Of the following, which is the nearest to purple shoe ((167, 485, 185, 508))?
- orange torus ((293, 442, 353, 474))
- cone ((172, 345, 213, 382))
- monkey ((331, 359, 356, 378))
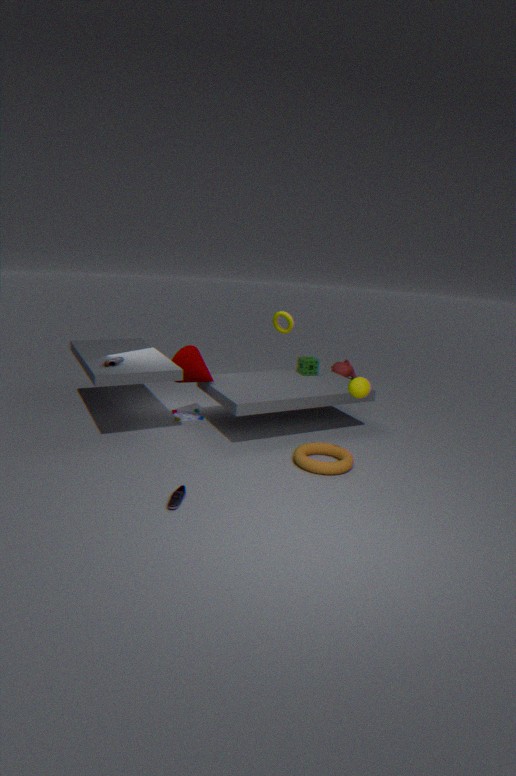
orange torus ((293, 442, 353, 474))
